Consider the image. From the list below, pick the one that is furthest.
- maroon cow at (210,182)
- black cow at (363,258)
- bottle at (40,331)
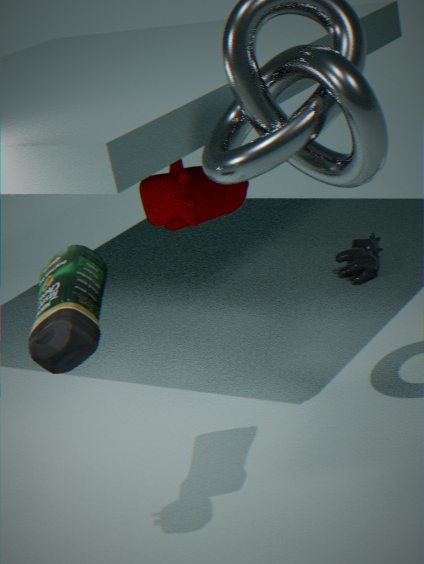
black cow at (363,258)
